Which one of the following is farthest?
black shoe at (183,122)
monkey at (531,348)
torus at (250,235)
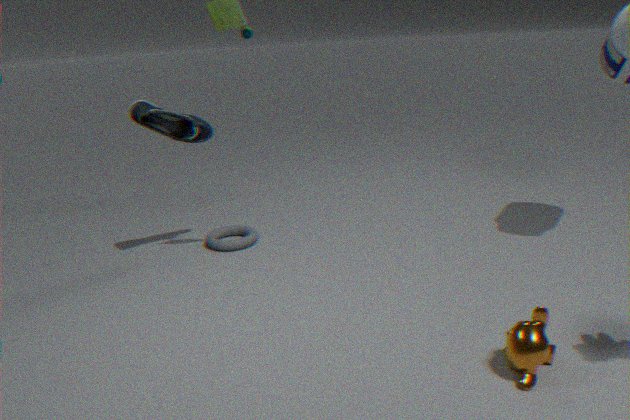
torus at (250,235)
